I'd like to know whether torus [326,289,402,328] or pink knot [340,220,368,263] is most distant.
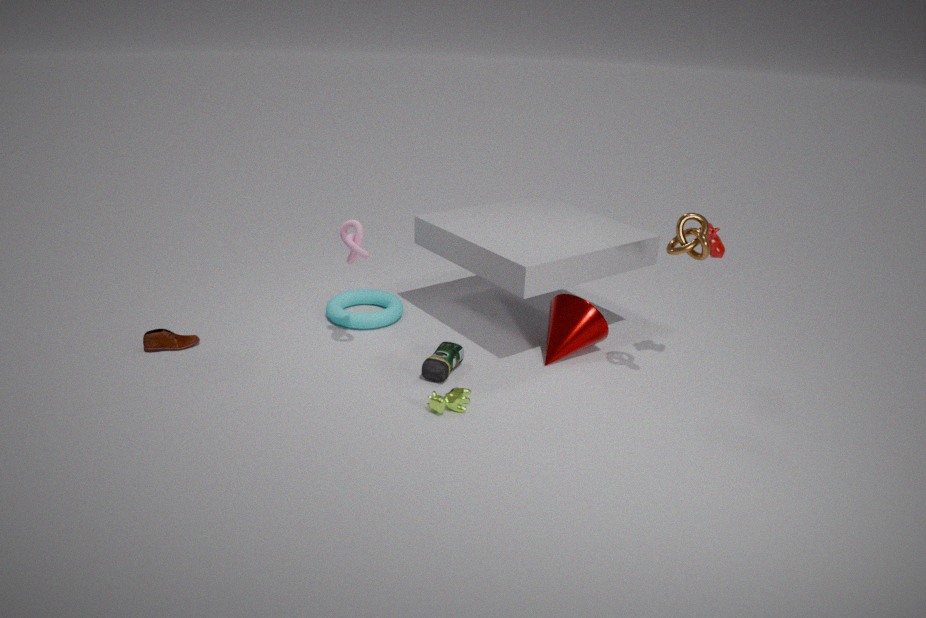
torus [326,289,402,328]
